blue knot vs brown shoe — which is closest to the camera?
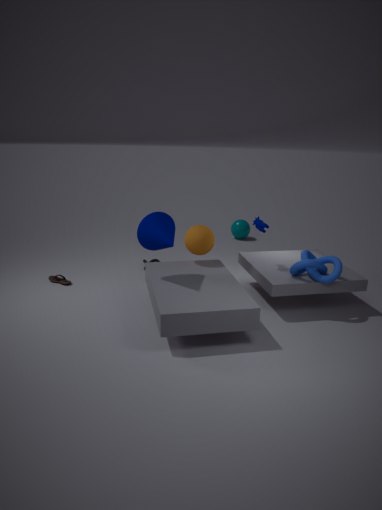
blue knot
